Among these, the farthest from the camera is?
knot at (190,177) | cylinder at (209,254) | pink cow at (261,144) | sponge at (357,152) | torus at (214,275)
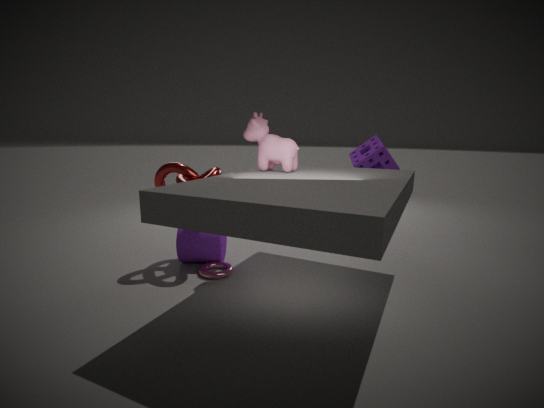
sponge at (357,152)
